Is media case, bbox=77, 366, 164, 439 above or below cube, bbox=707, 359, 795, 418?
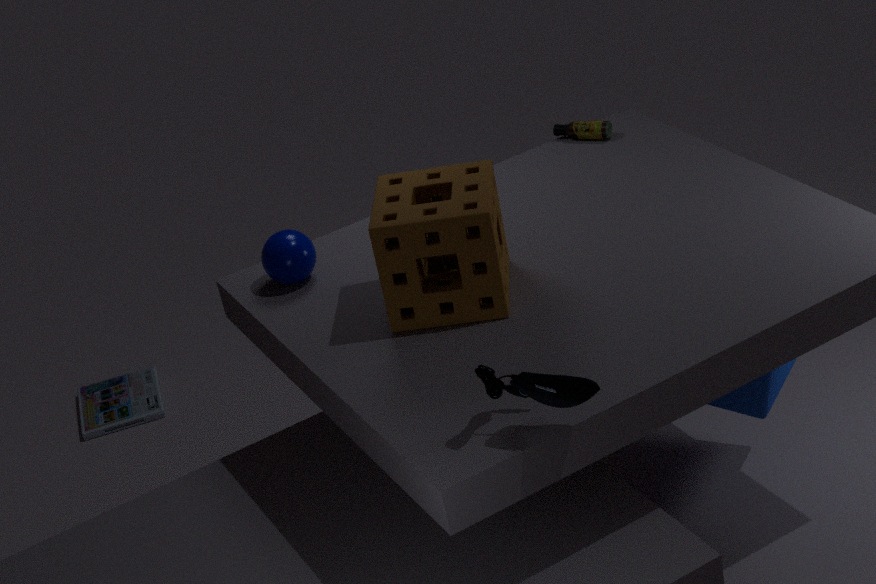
below
